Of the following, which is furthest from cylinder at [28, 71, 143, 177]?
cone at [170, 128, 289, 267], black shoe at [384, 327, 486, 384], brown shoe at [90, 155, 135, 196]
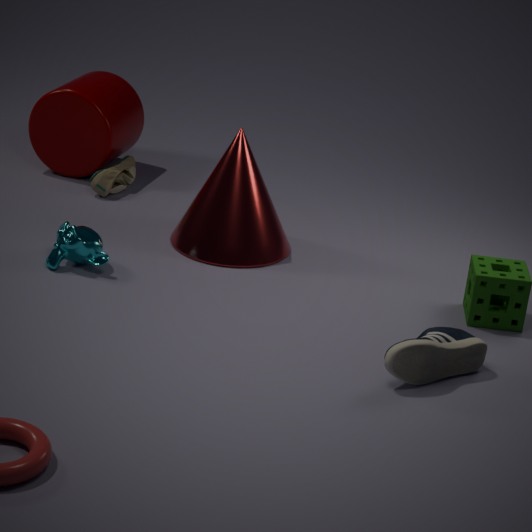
black shoe at [384, 327, 486, 384]
